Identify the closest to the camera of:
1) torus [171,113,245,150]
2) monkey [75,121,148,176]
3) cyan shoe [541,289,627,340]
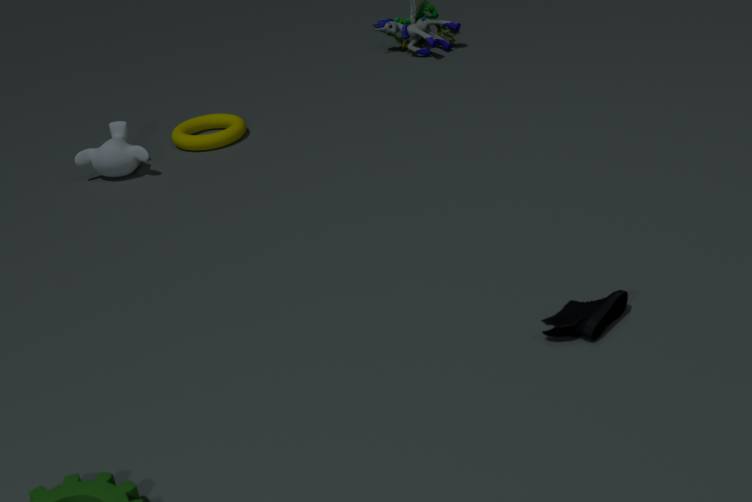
3. cyan shoe [541,289,627,340]
